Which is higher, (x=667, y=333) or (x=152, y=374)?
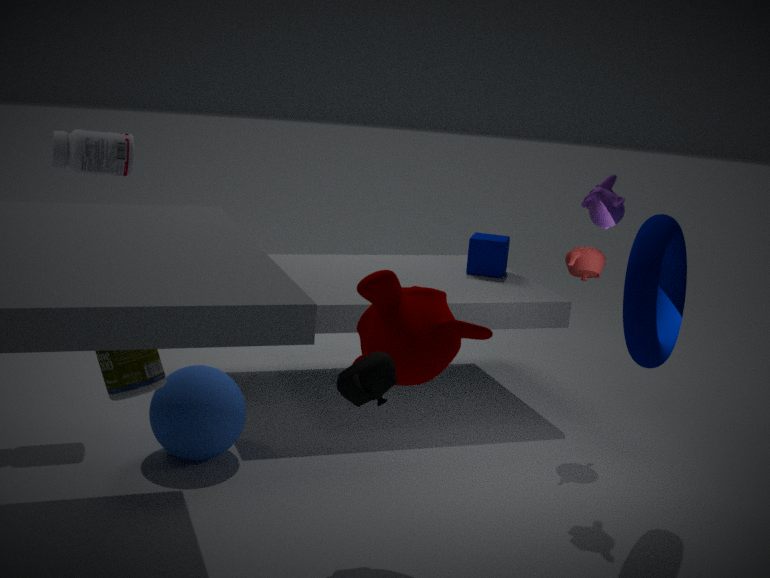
(x=667, y=333)
